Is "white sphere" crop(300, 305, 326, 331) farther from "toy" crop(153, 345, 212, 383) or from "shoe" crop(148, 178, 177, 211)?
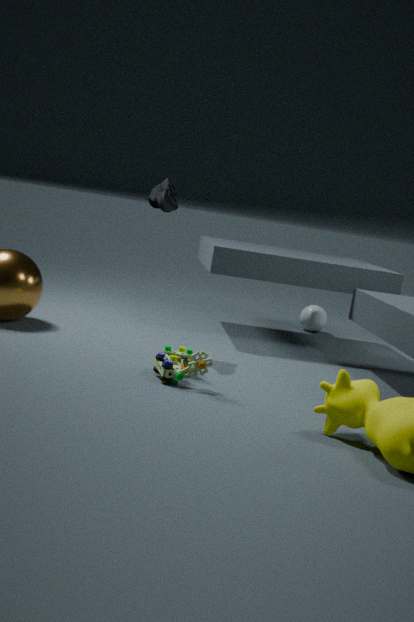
"toy" crop(153, 345, 212, 383)
